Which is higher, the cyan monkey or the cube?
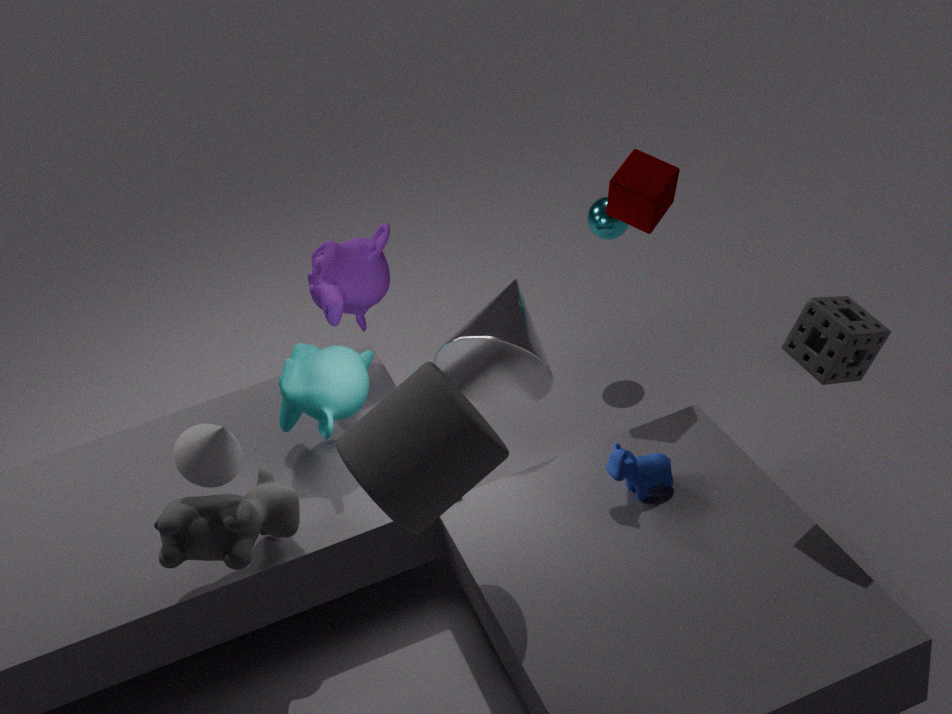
the cube
